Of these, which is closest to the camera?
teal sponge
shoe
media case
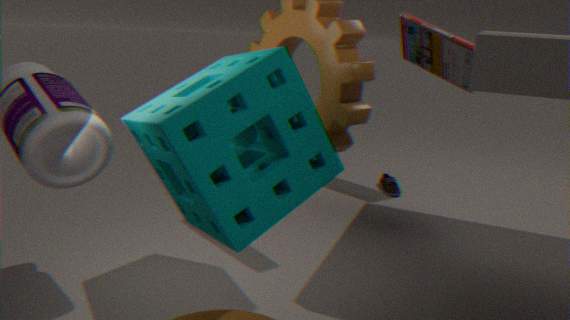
teal sponge
